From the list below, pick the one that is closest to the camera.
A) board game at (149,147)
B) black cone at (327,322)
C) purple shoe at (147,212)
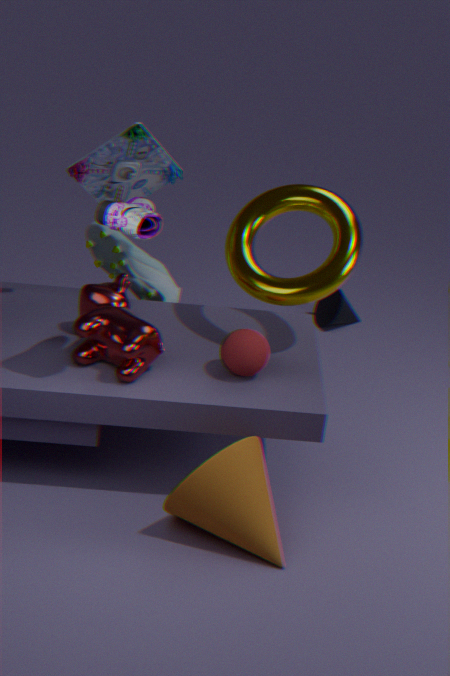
purple shoe at (147,212)
